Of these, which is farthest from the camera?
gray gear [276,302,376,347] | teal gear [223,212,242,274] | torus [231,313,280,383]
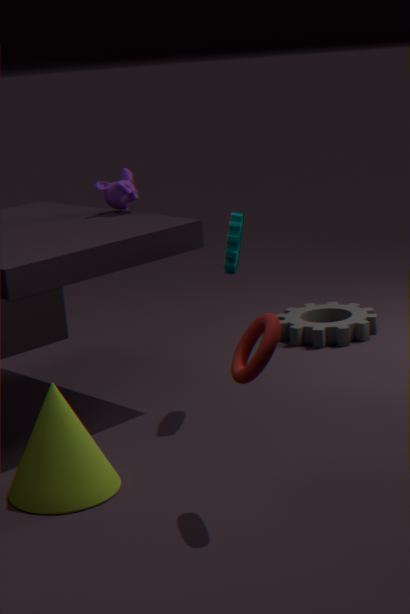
gray gear [276,302,376,347]
